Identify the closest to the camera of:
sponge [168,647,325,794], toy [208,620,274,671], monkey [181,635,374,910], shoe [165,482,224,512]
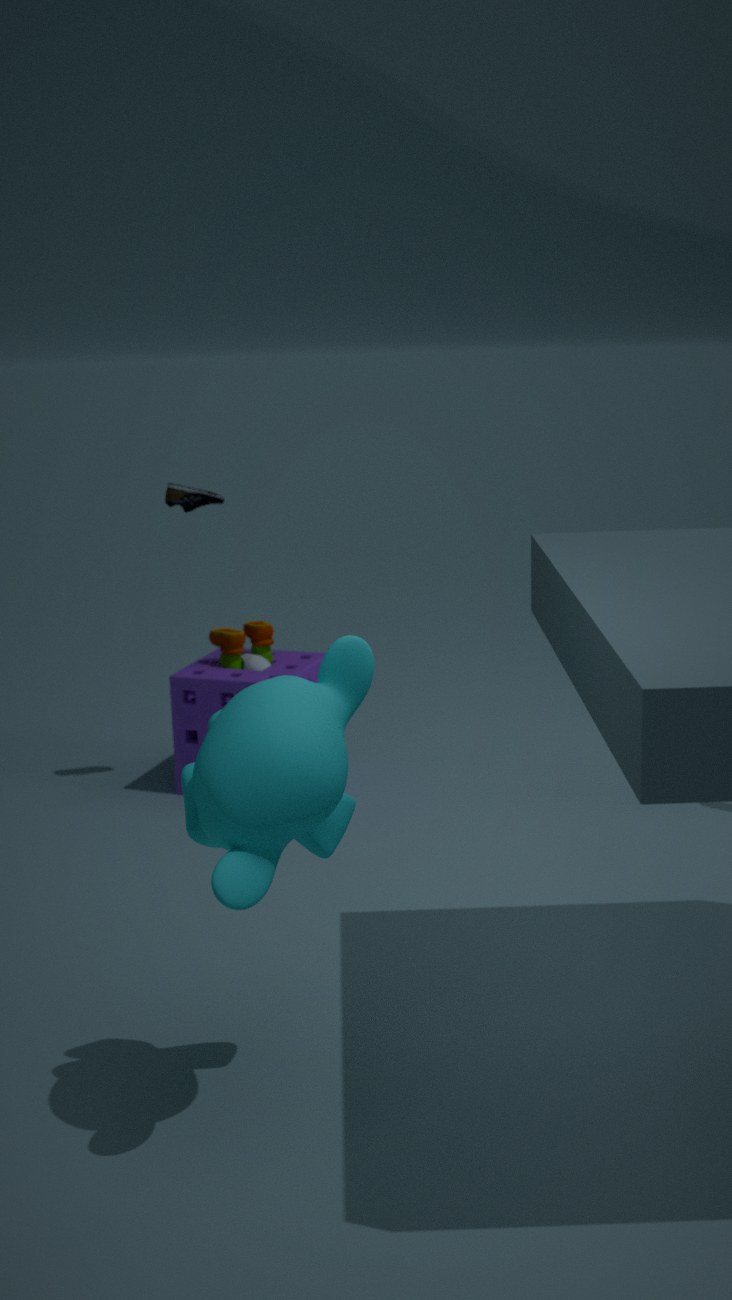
monkey [181,635,374,910]
